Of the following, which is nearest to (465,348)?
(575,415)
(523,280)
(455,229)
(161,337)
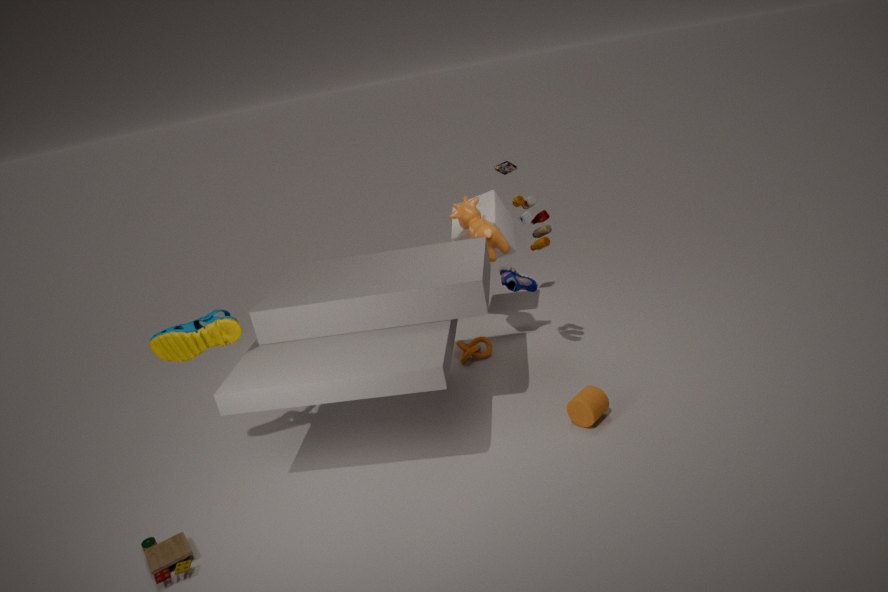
(523,280)
